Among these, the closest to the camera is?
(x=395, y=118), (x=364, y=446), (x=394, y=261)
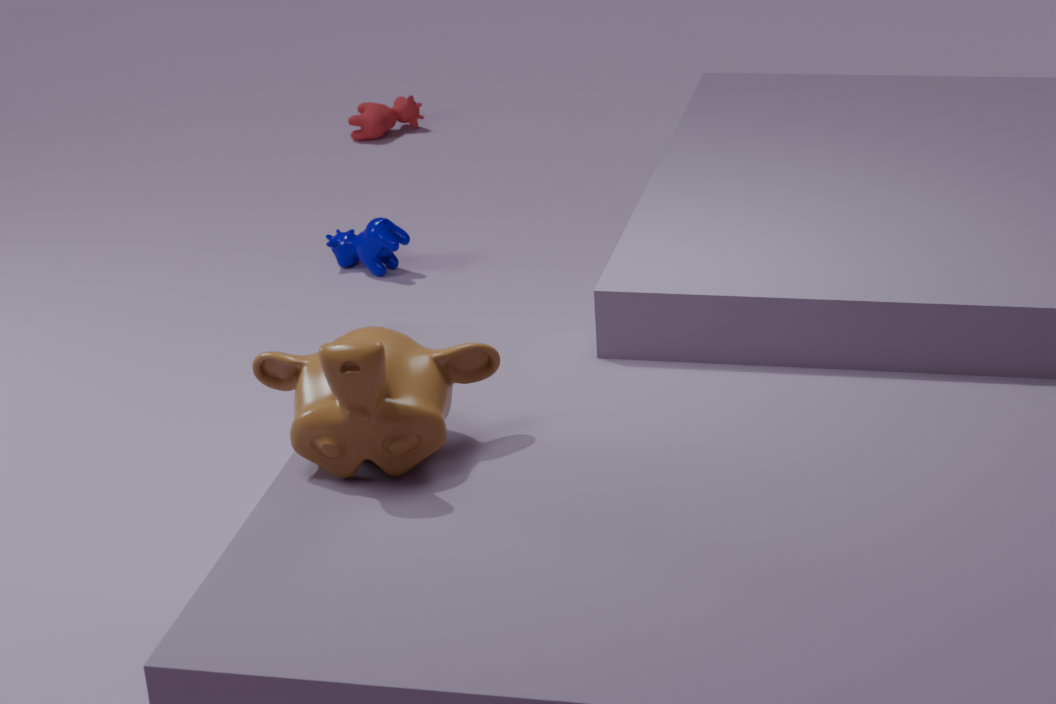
(x=364, y=446)
